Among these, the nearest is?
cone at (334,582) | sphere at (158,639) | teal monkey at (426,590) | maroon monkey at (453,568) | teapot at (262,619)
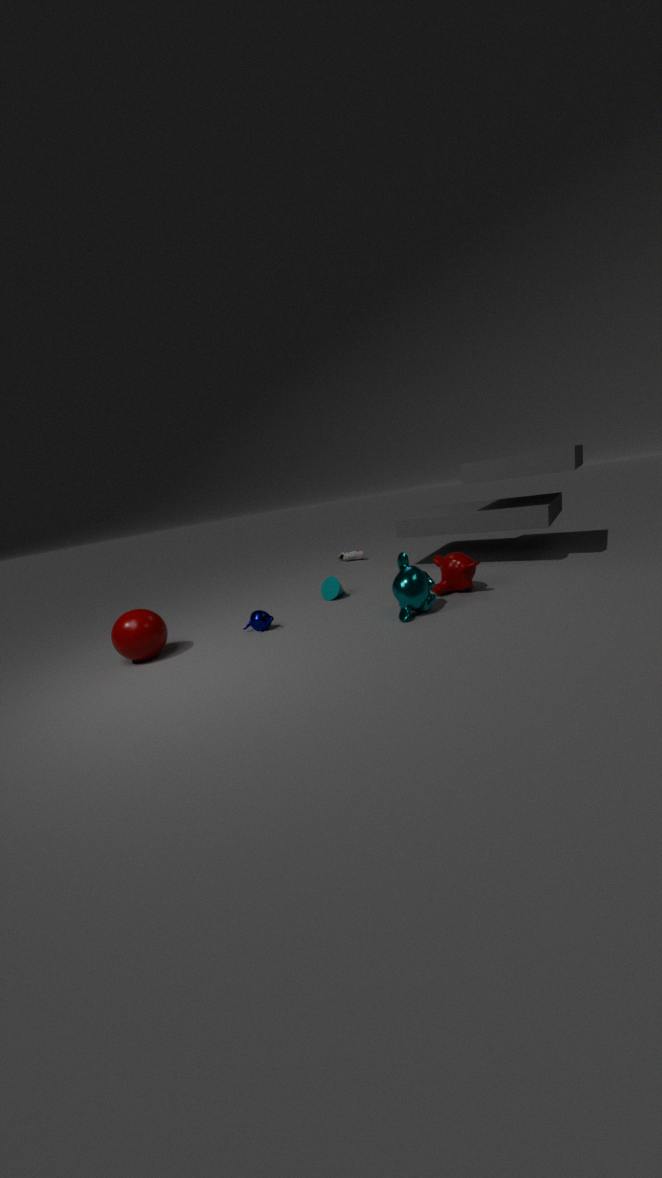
sphere at (158,639)
